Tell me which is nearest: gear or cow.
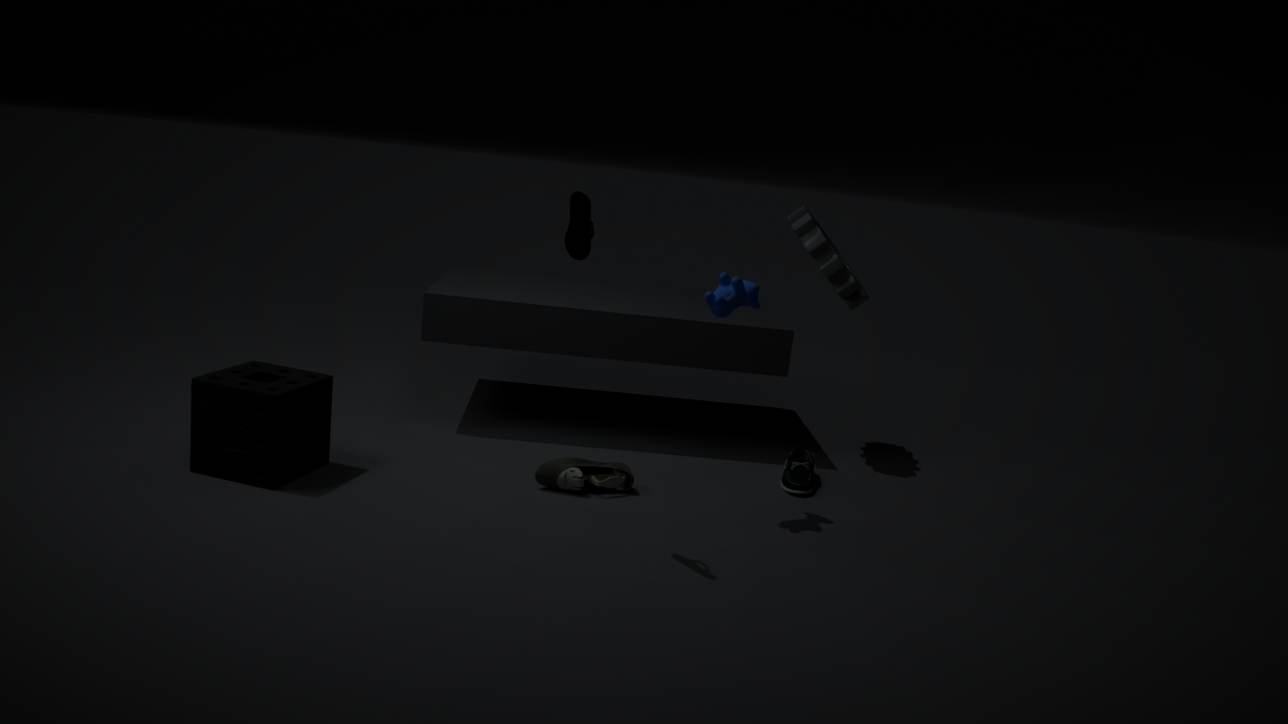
cow
